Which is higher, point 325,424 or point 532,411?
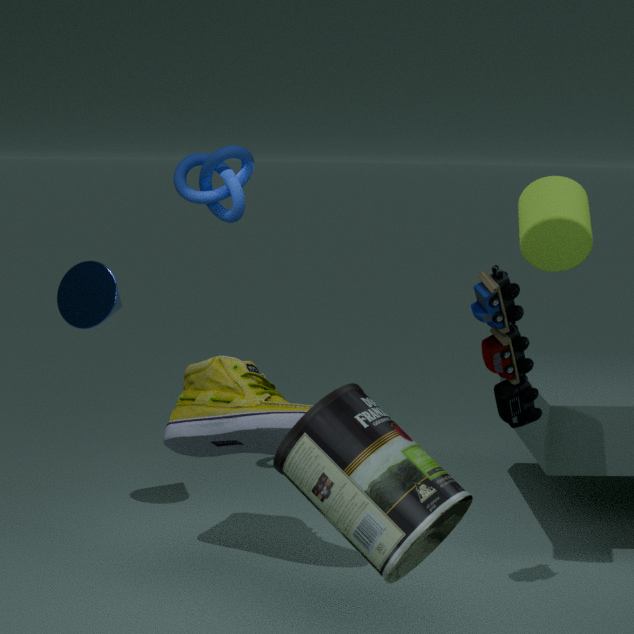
point 532,411
